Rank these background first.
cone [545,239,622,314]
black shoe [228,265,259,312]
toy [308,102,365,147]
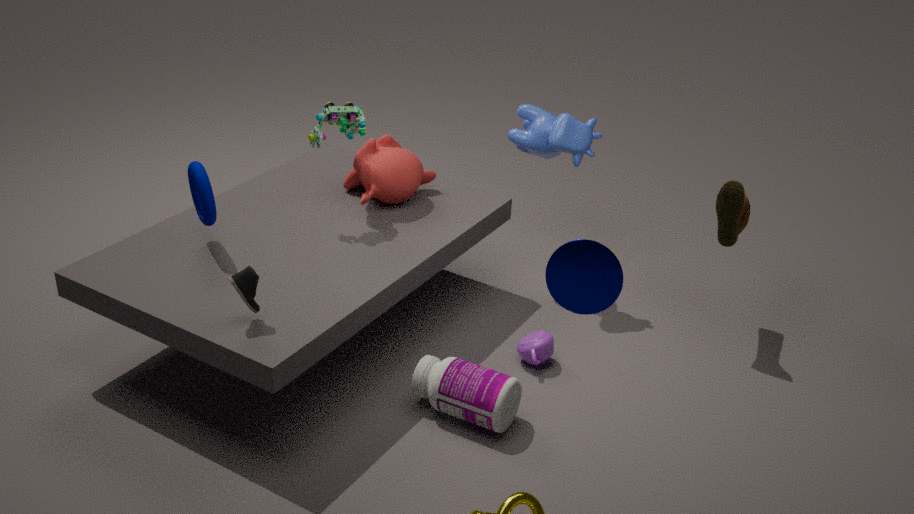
toy [308,102,365,147] → black shoe [228,265,259,312] → cone [545,239,622,314]
